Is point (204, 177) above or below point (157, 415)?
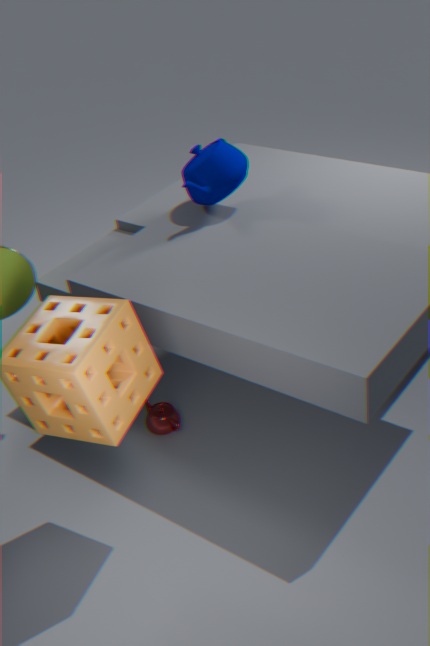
above
